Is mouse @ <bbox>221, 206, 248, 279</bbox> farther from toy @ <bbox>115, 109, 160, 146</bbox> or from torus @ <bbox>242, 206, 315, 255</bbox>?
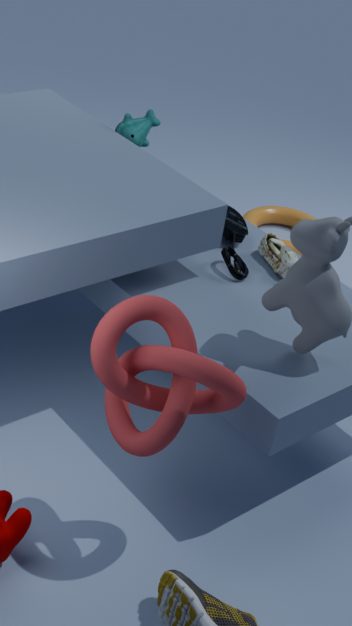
torus @ <bbox>242, 206, 315, 255</bbox>
